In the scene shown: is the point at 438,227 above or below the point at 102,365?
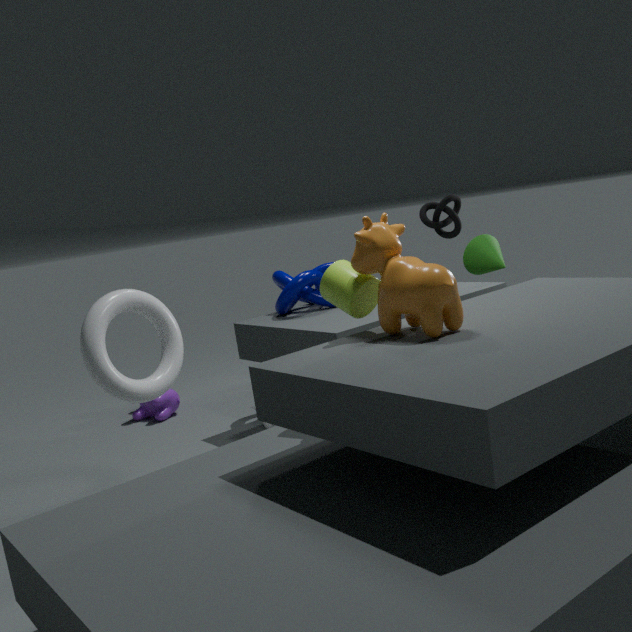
above
